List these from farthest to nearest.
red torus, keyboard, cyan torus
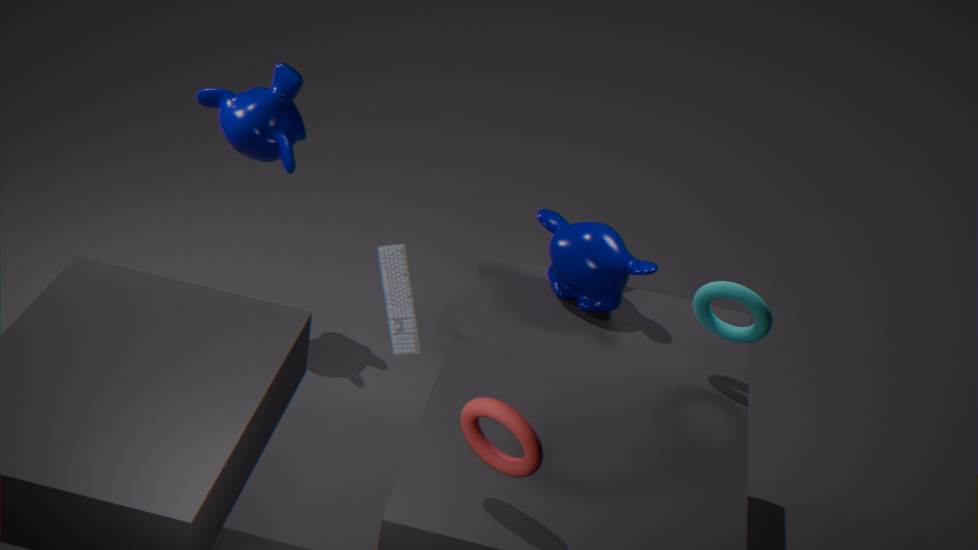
1. keyboard
2. cyan torus
3. red torus
